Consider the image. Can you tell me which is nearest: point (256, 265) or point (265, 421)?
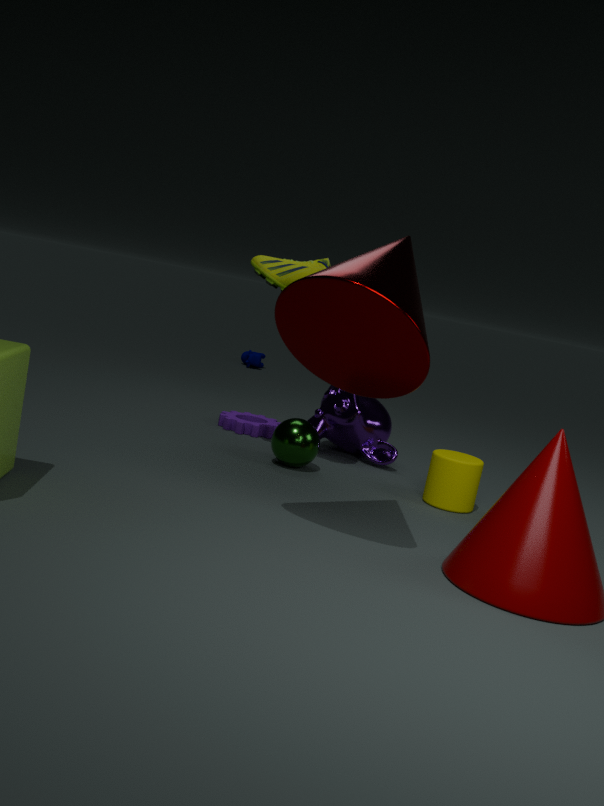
point (256, 265)
